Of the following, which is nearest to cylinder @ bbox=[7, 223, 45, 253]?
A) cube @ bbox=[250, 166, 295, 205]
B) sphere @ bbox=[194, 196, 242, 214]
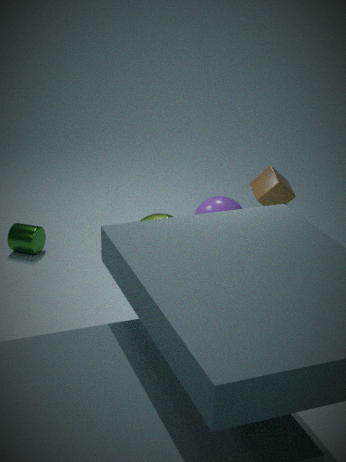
sphere @ bbox=[194, 196, 242, 214]
